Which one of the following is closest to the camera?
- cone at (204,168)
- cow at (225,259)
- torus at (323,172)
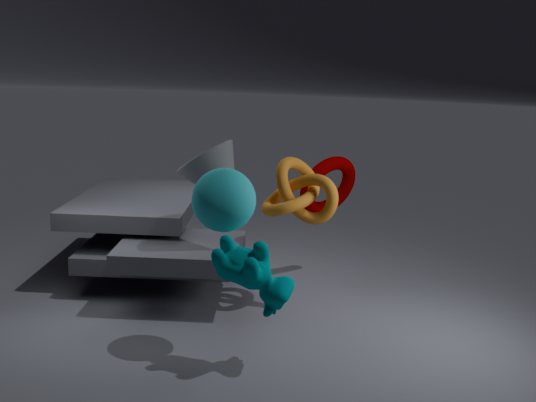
cow at (225,259)
